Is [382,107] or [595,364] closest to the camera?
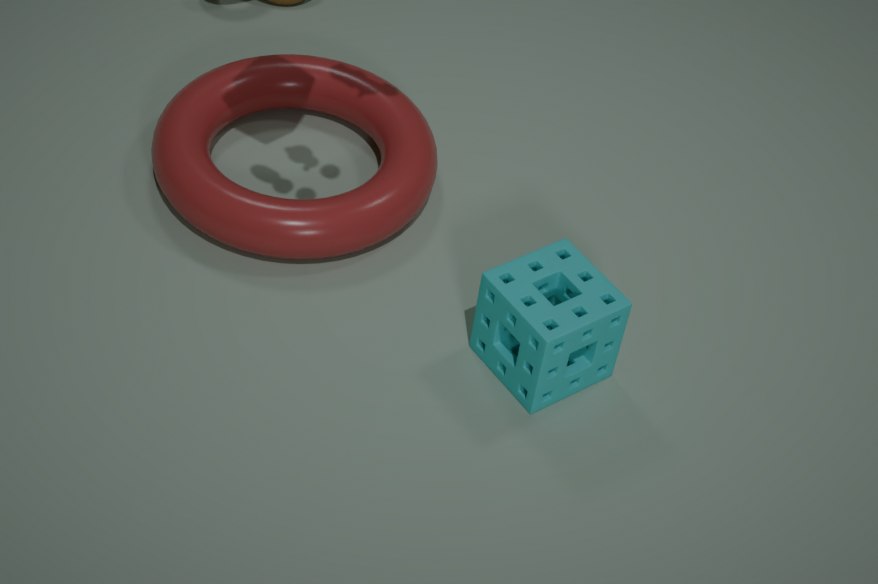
[595,364]
